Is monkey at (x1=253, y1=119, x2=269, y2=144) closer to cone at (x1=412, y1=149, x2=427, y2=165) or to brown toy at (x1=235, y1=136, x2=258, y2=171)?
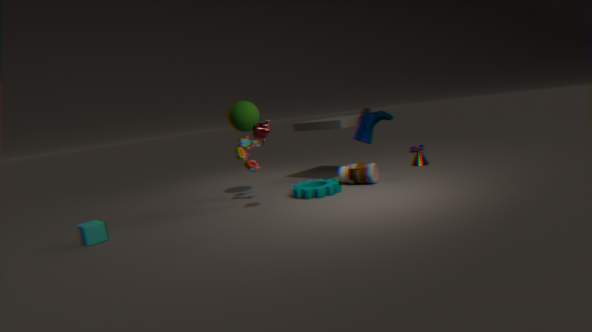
brown toy at (x1=235, y1=136, x2=258, y2=171)
